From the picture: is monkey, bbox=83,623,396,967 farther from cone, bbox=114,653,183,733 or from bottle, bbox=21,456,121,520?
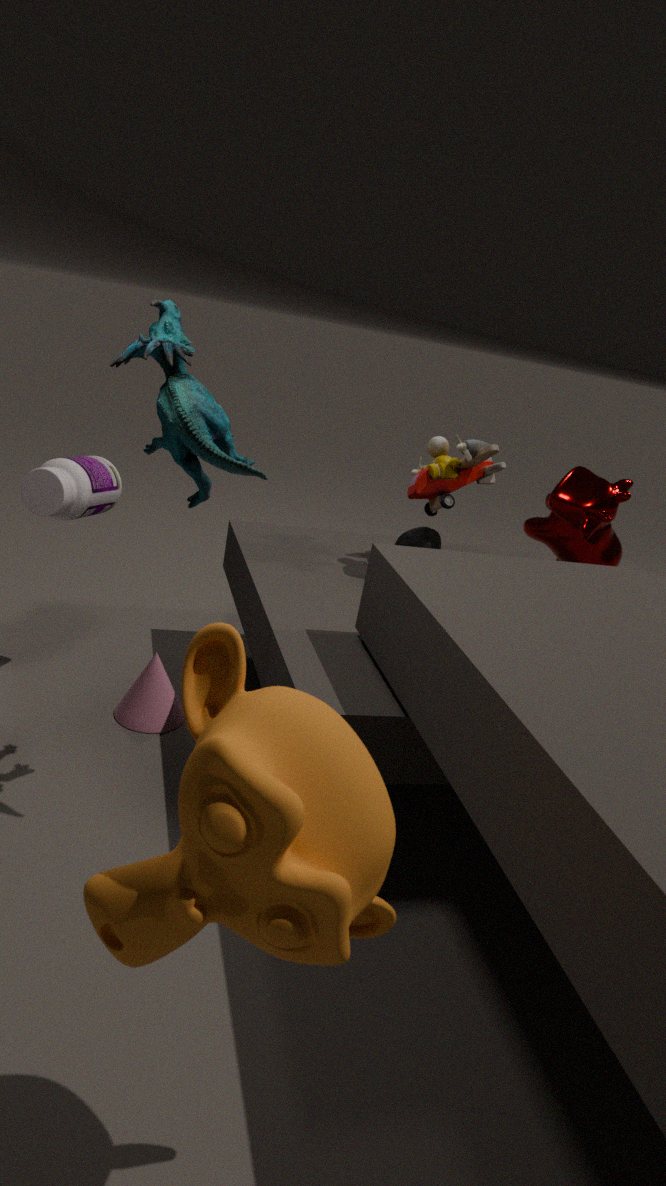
cone, bbox=114,653,183,733
